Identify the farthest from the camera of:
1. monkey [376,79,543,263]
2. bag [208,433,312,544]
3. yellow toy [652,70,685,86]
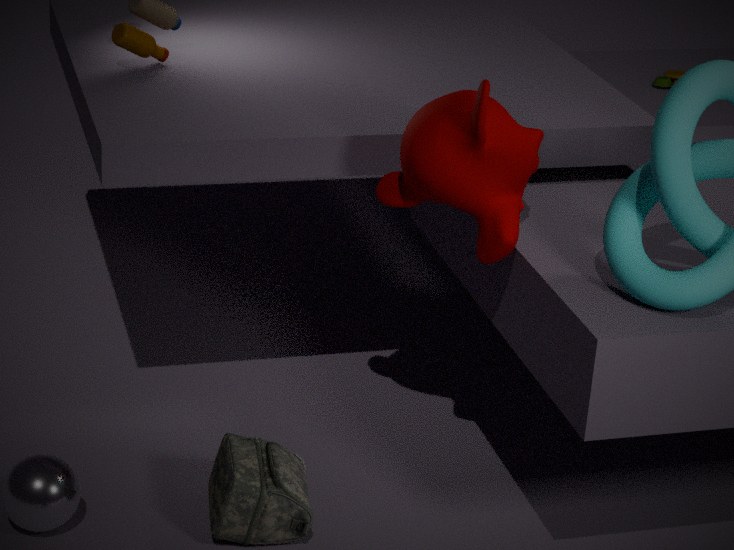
yellow toy [652,70,685,86]
